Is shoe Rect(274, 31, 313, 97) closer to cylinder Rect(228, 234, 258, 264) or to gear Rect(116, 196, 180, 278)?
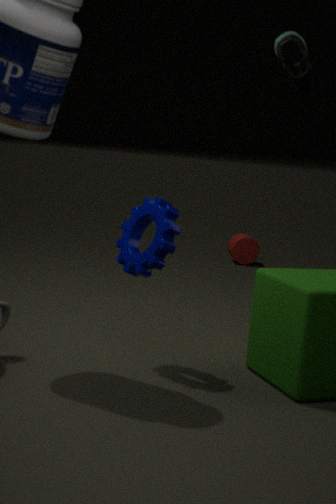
gear Rect(116, 196, 180, 278)
